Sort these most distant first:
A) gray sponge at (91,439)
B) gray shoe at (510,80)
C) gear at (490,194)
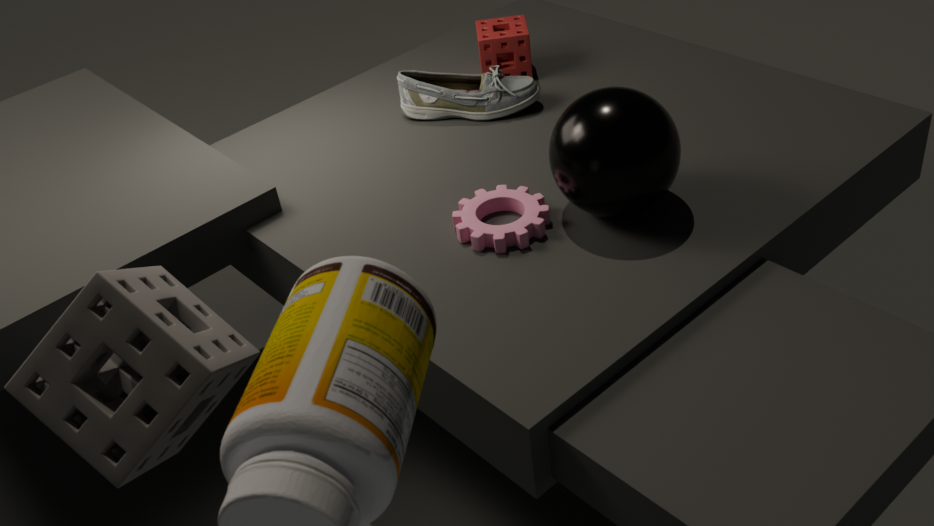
gray shoe at (510,80), gear at (490,194), gray sponge at (91,439)
